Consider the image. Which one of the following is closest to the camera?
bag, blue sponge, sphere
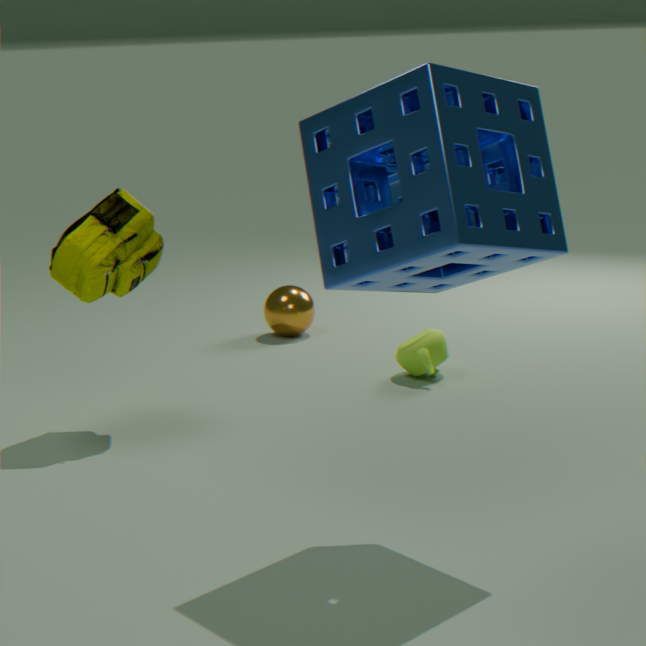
blue sponge
